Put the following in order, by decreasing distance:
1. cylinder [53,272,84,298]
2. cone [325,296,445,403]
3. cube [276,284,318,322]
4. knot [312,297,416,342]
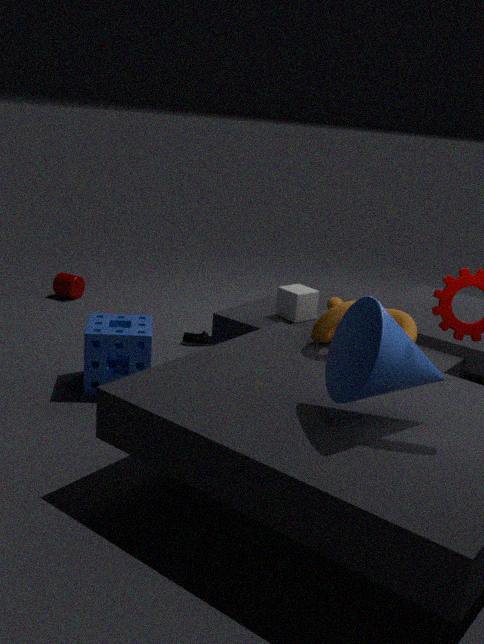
cylinder [53,272,84,298] < cube [276,284,318,322] < knot [312,297,416,342] < cone [325,296,445,403]
